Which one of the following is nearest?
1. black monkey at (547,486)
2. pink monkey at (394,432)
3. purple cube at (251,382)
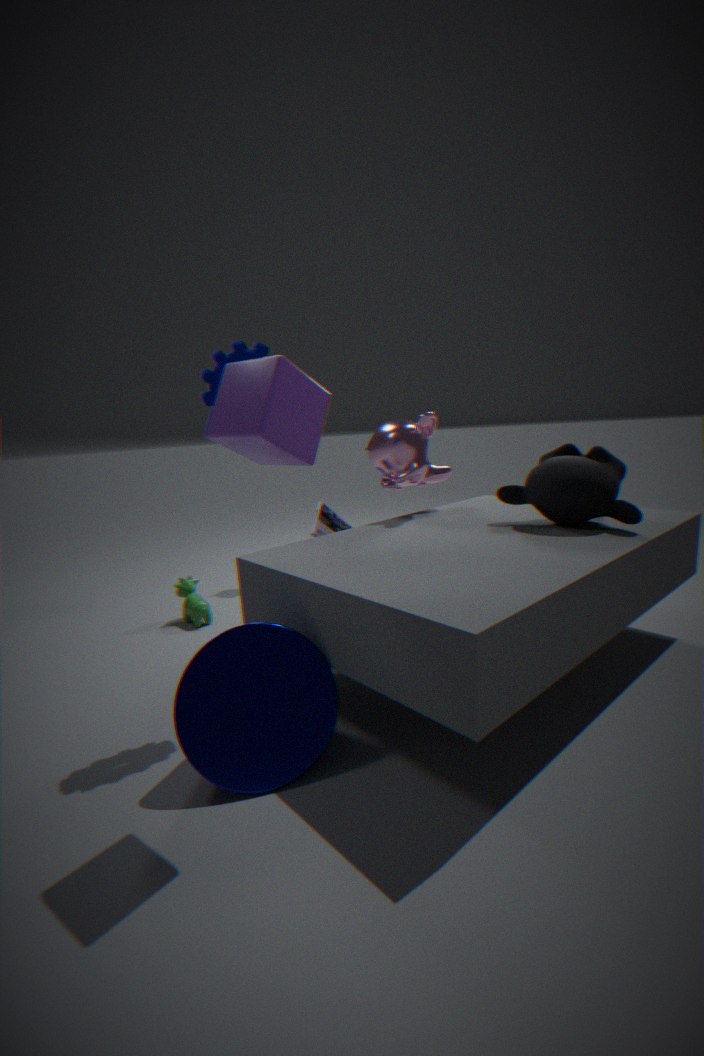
purple cube at (251,382)
